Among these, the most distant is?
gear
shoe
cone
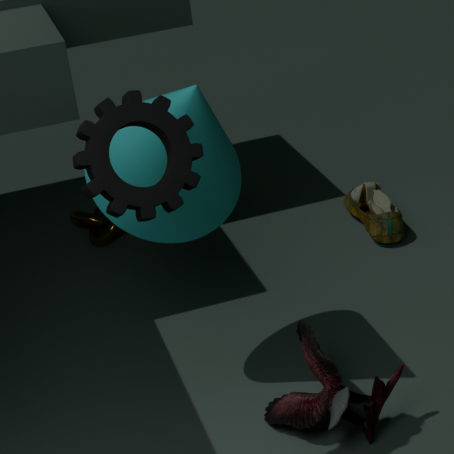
shoe
